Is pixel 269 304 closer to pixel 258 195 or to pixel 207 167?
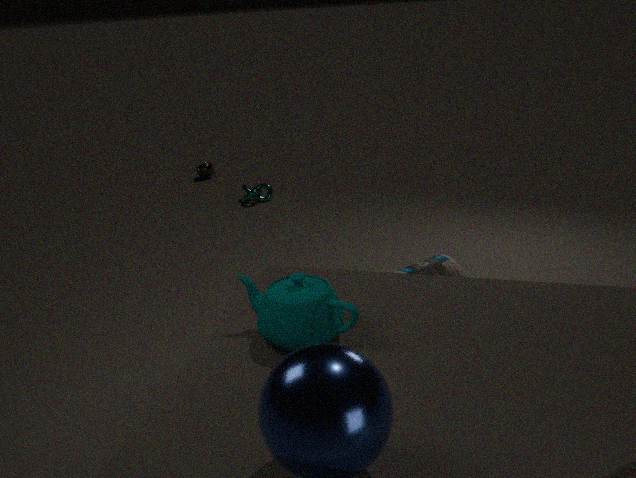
pixel 258 195
